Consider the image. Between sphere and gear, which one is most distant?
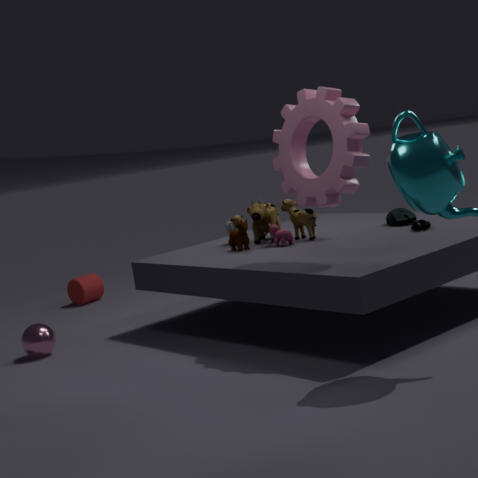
sphere
